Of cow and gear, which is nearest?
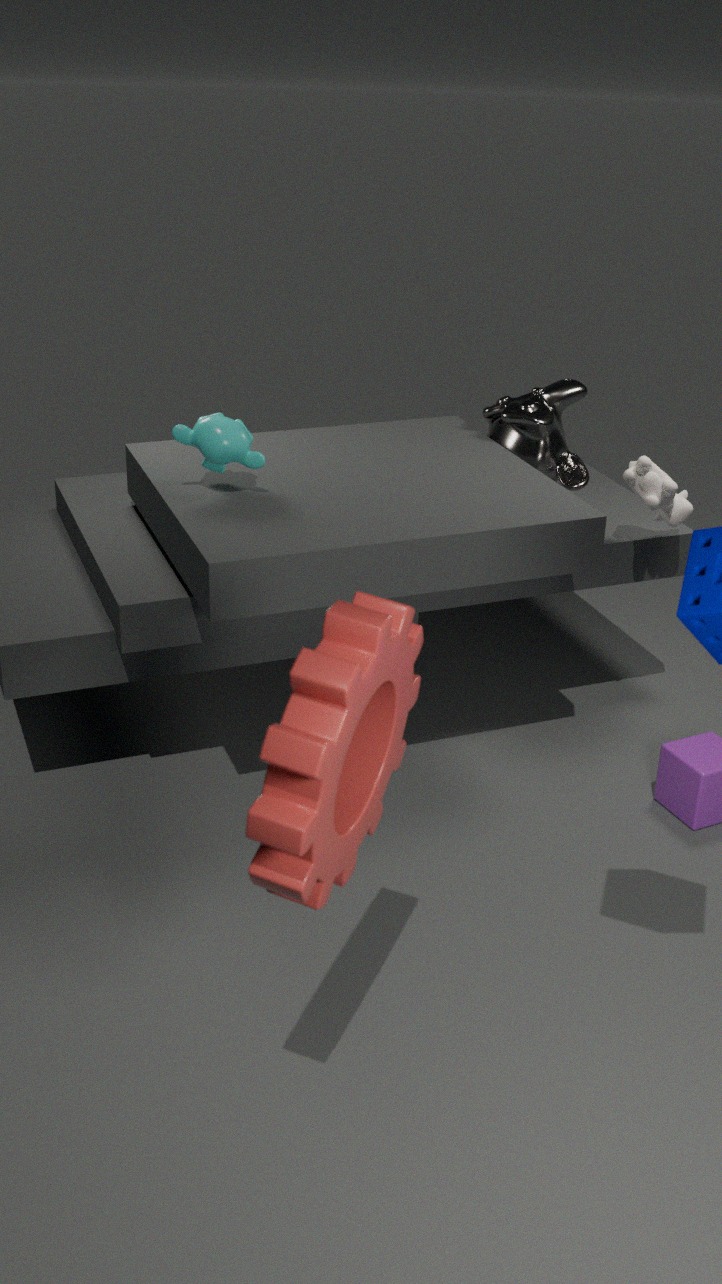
gear
